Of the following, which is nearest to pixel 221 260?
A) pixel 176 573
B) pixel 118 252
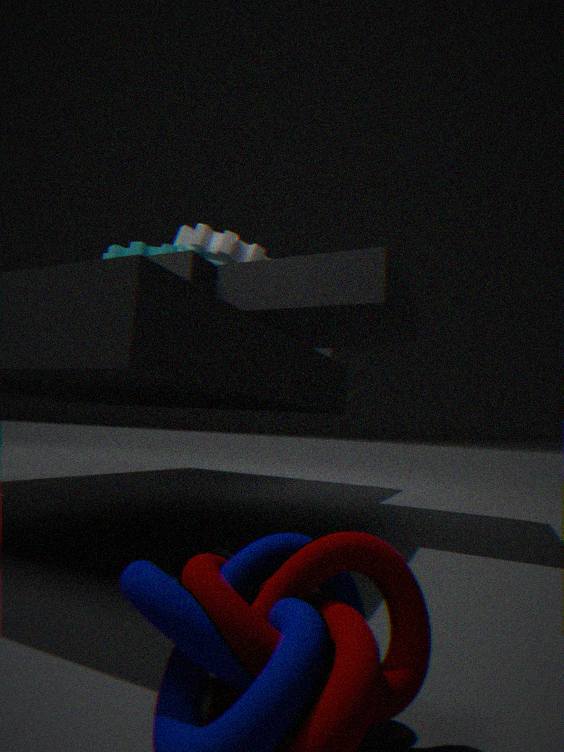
pixel 118 252
